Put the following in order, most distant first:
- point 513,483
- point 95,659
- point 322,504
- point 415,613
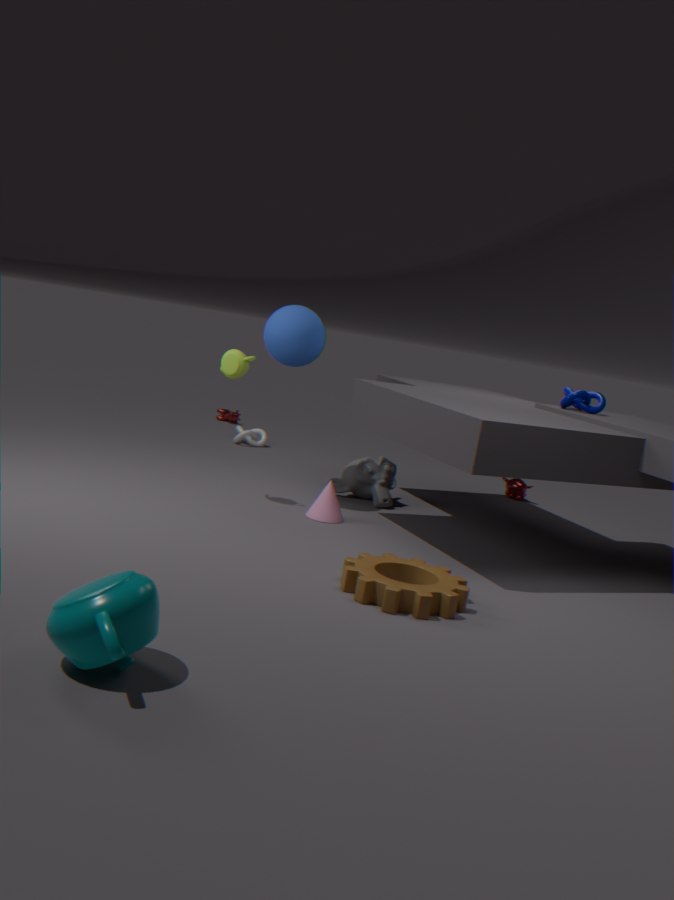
point 513,483, point 322,504, point 415,613, point 95,659
